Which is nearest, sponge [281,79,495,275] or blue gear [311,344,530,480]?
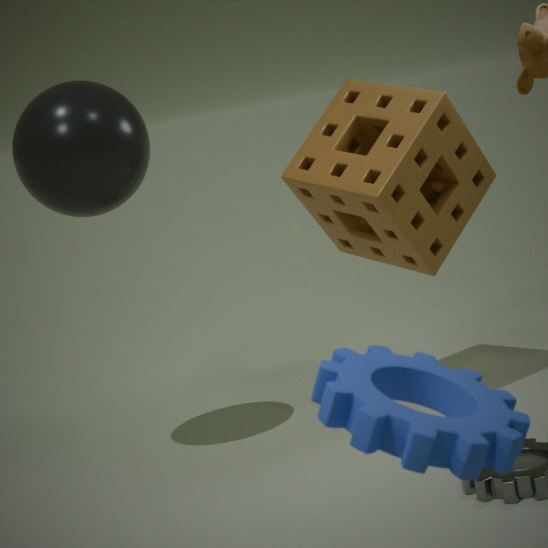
blue gear [311,344,530,480]
